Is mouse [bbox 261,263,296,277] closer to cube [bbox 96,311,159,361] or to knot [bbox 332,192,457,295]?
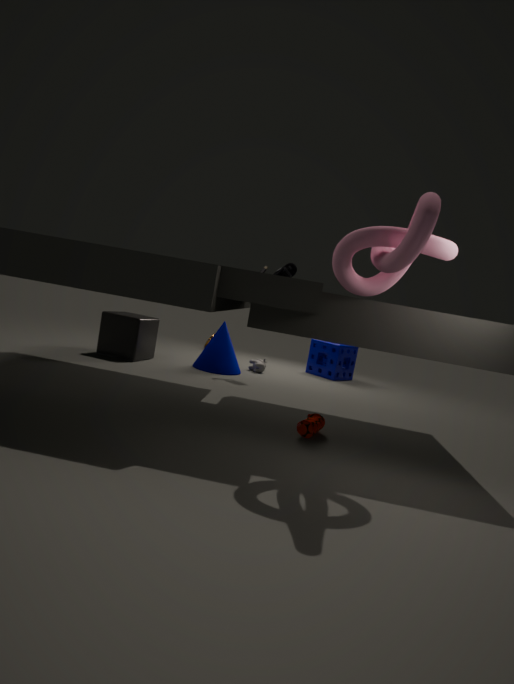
cube [bbox 96,311,159,361]
